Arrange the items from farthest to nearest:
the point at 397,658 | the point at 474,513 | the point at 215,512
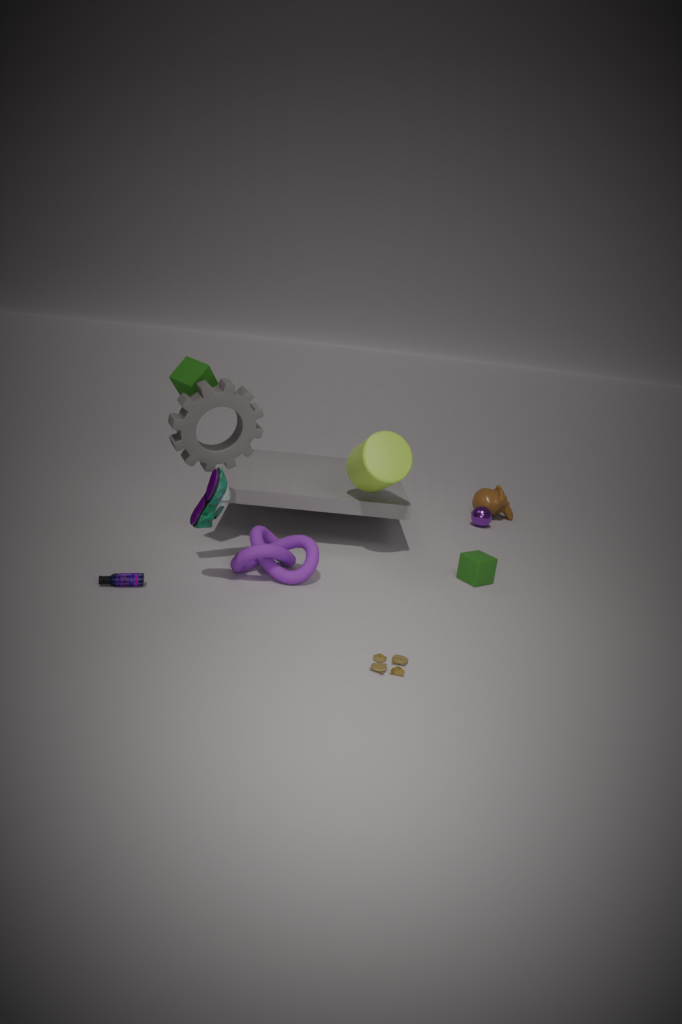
1. the point at 474,513
2. the point at 215,512
3. the point at 397,658
